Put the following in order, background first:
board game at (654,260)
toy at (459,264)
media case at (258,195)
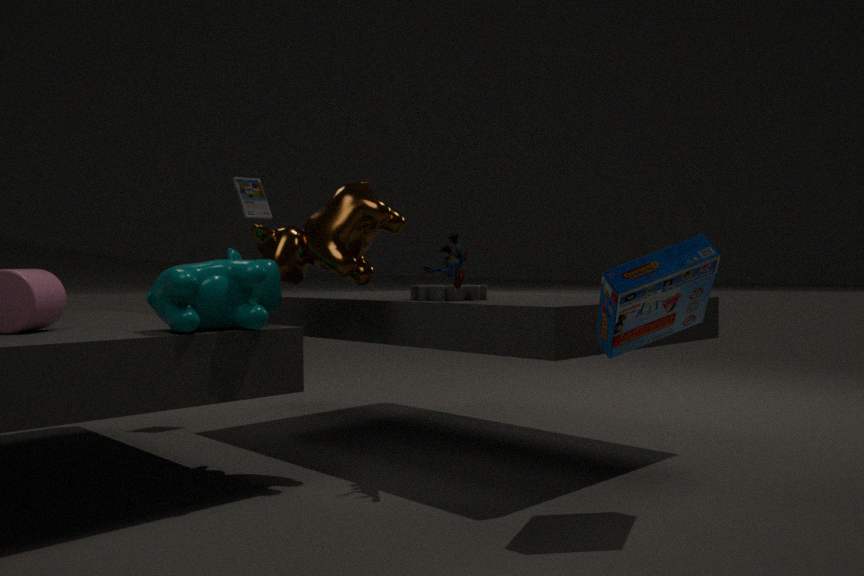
media case at (258,195), toy at (459,264), board game at (654,260)
